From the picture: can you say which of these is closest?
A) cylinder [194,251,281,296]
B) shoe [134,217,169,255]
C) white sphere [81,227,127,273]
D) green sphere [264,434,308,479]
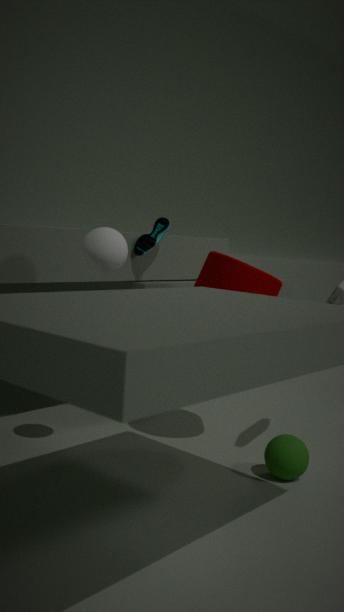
white sphere [81,227,127,273]
